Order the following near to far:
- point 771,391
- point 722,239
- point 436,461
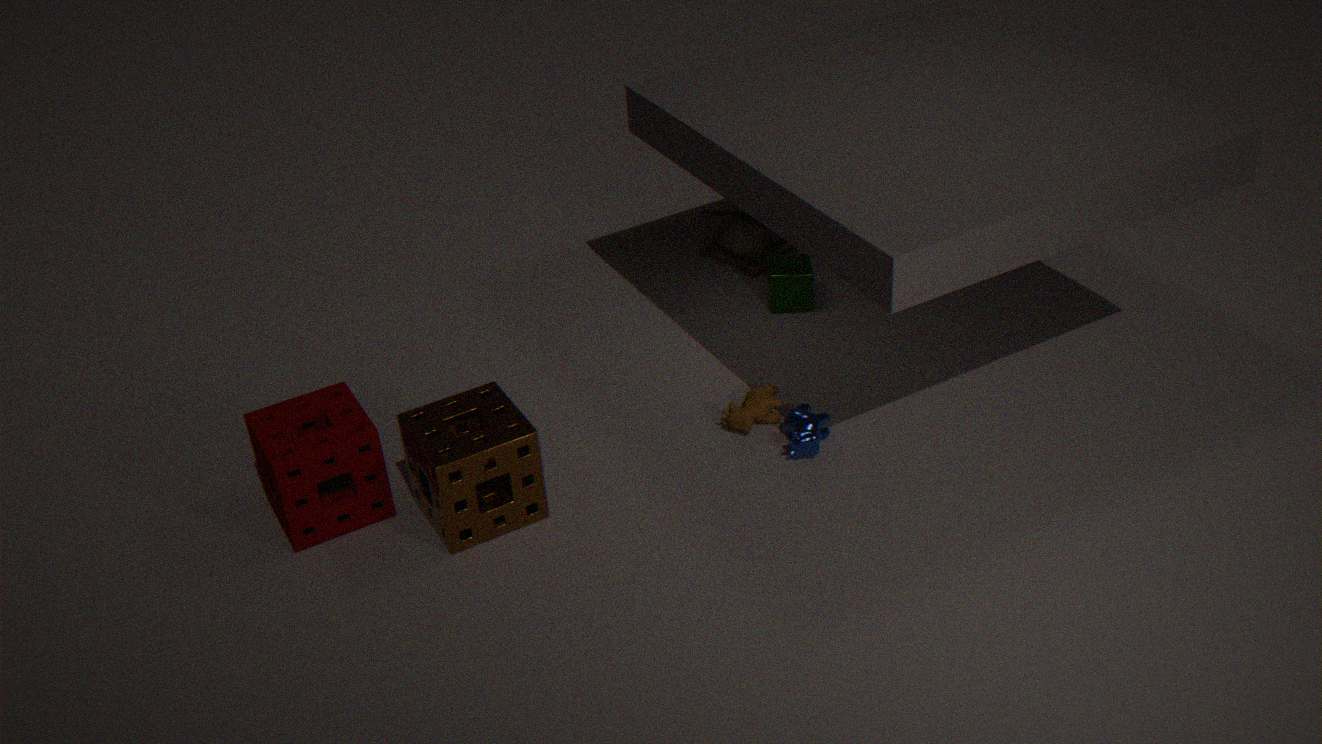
point 436,461, point 771,391, point 722,239
